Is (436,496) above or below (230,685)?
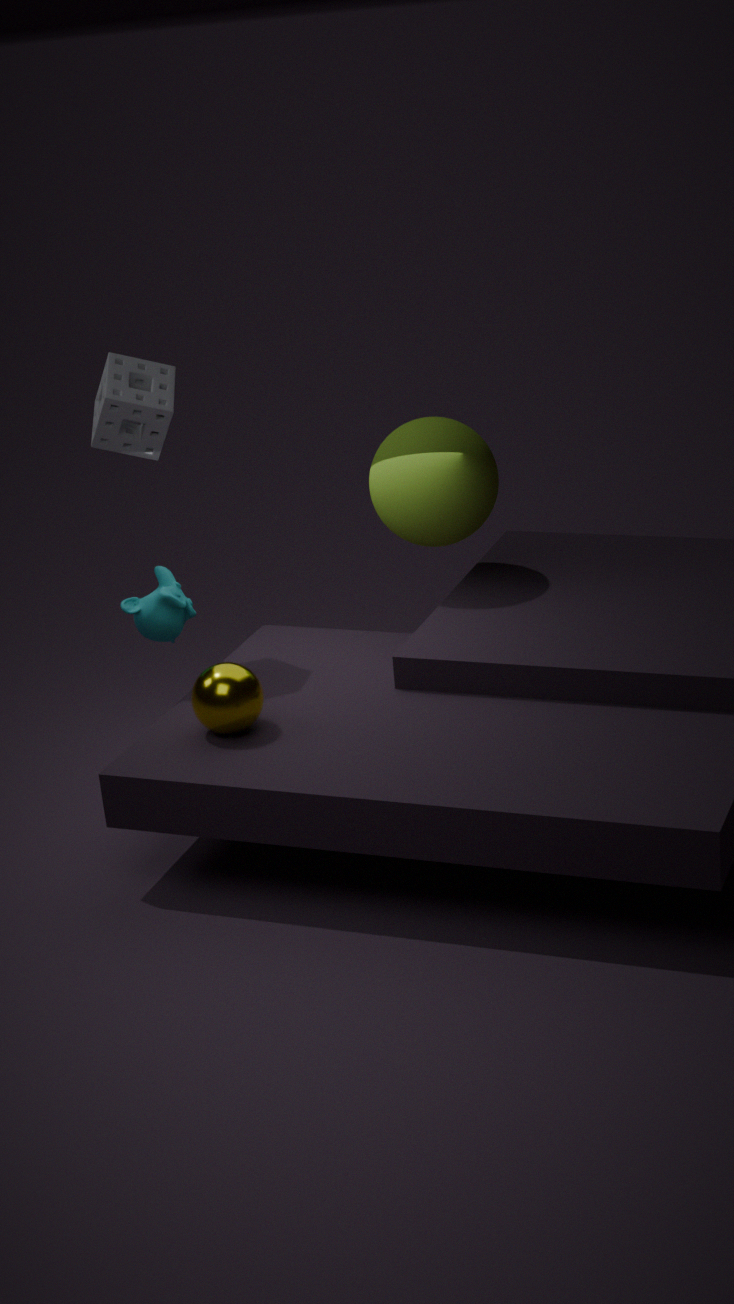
above
